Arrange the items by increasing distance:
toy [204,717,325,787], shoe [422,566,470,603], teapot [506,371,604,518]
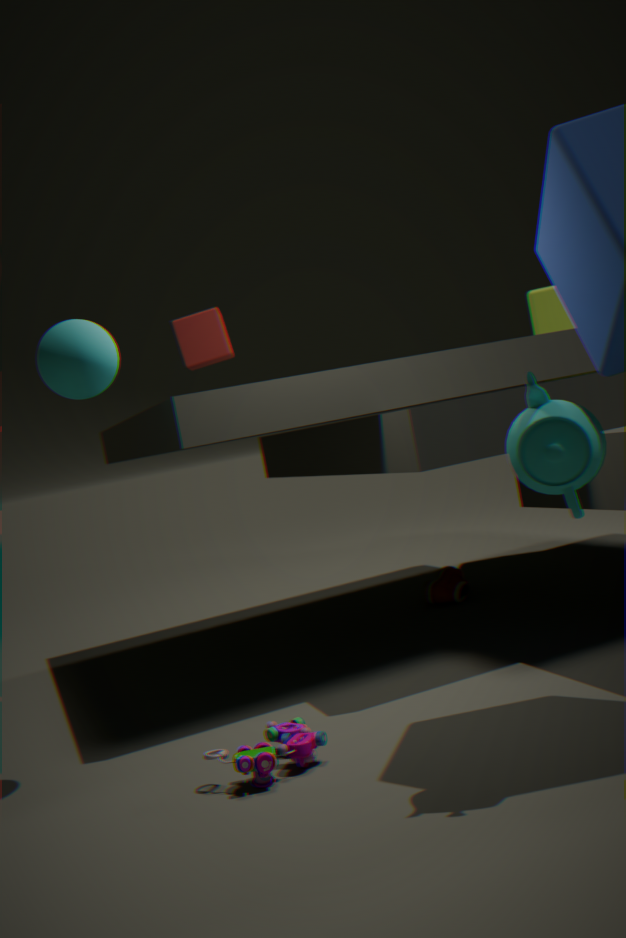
1. teapot [506,371,604,518]
2. toy [204,717,325,787]
3. shoe [422,566,470,603]
